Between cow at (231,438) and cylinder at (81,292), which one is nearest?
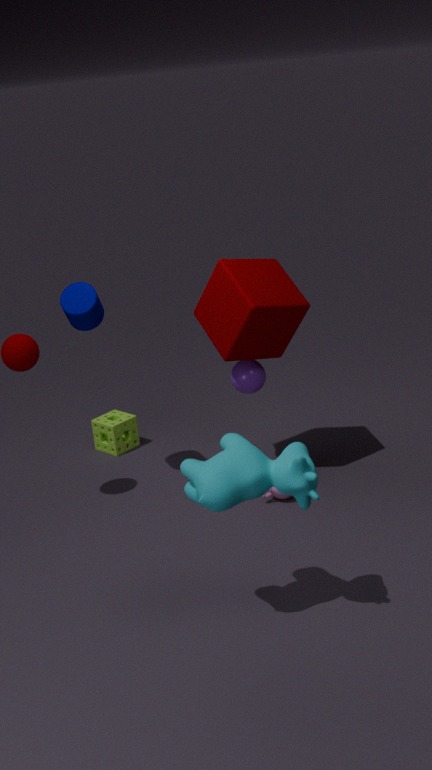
cow at (231,438)
